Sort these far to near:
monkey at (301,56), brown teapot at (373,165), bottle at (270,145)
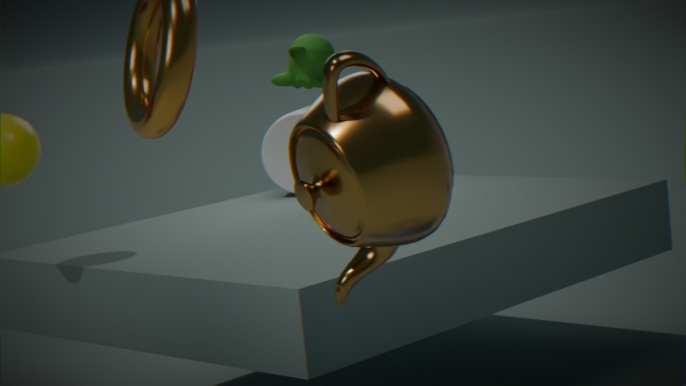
bottle at (270,145), monkey at (301,56), brown teapot at (373,165)
